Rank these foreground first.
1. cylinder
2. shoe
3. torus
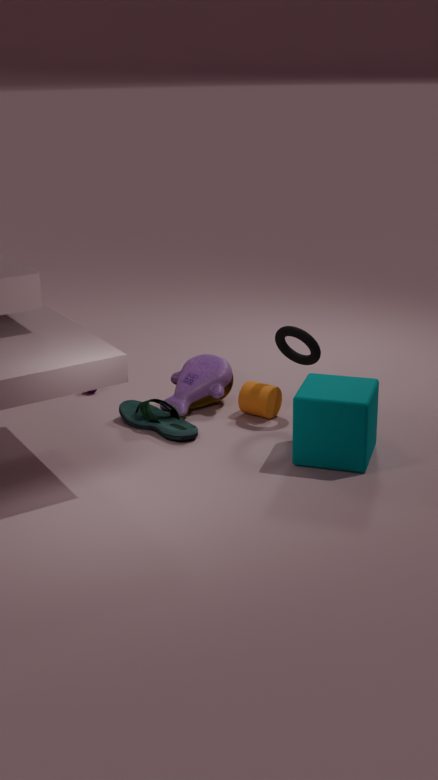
1. shoe
2. torus
3. cylinder
